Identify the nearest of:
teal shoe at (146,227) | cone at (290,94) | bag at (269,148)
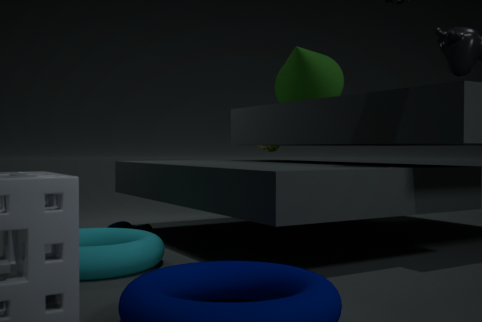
teal shoe at (146,227)
